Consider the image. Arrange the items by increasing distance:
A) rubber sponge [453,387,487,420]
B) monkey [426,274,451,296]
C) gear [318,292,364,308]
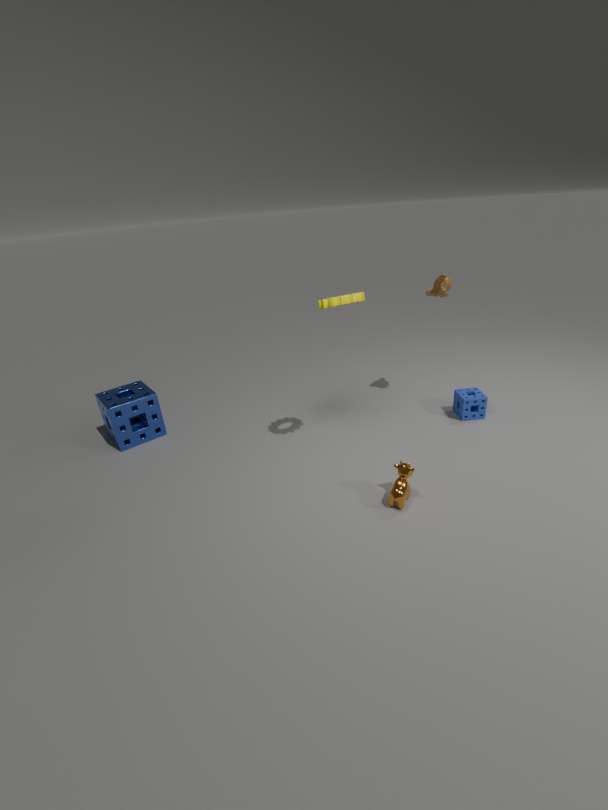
1. gear [318,292,364,308]
2. monkey [426,274,451,296]
3. rubber sponge [453,387,487,420]
